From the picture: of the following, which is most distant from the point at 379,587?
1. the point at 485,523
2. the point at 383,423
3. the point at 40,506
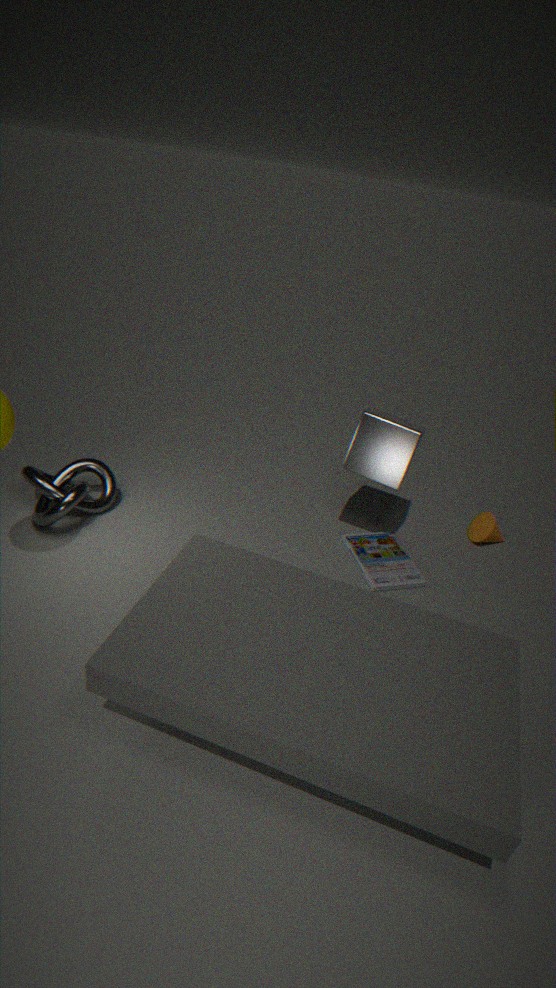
the point at 40,506
